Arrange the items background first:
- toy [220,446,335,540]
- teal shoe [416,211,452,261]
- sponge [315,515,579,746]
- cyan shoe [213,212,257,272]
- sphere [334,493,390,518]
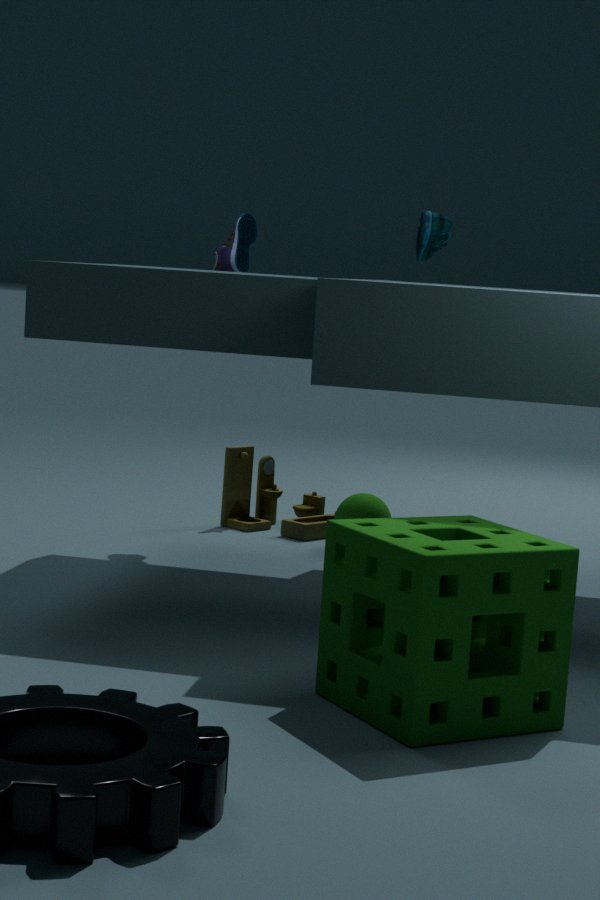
toy [220,446,335,540], sphere [334,493,390,518], cyan shoe [213,212,257,272], teal shoe [416,211,452,261], sponge [315,515,579,746]
